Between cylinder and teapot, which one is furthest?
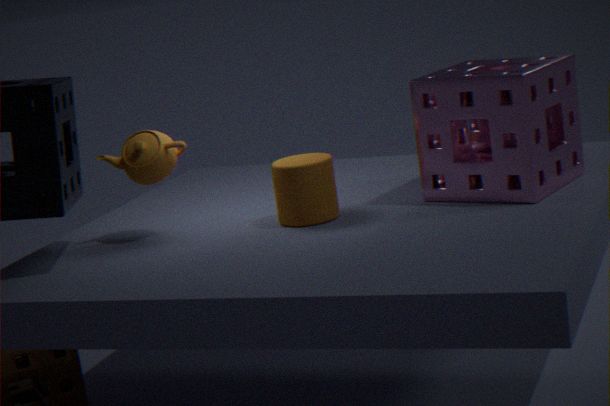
teapot
